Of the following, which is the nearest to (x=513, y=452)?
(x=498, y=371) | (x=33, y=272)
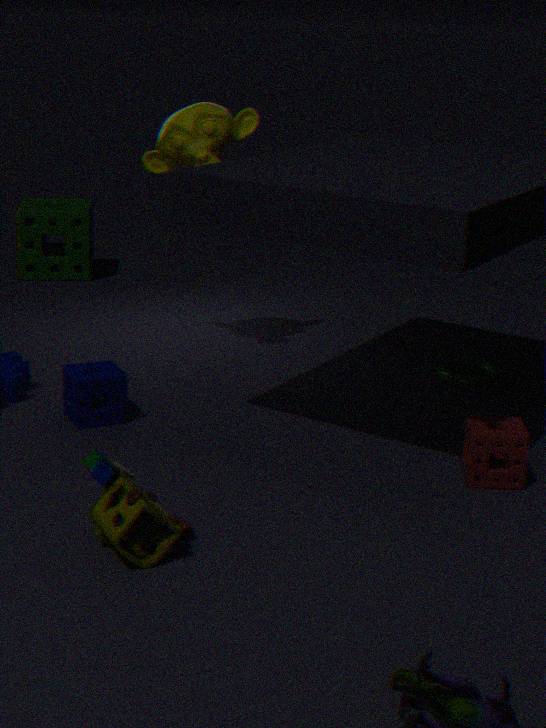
(x=498, y=371)
